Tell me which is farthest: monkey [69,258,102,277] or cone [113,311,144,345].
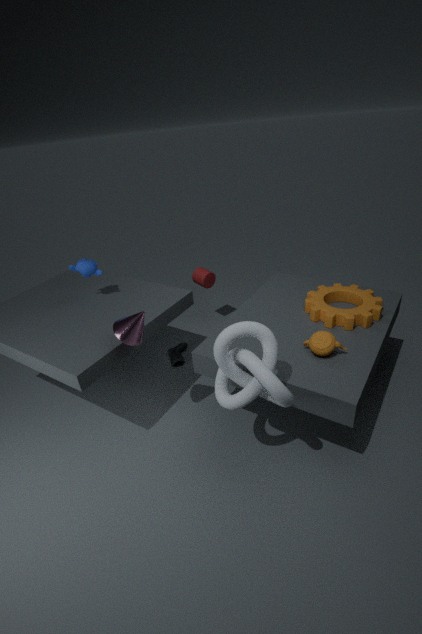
monkey [69,258,102,277]
